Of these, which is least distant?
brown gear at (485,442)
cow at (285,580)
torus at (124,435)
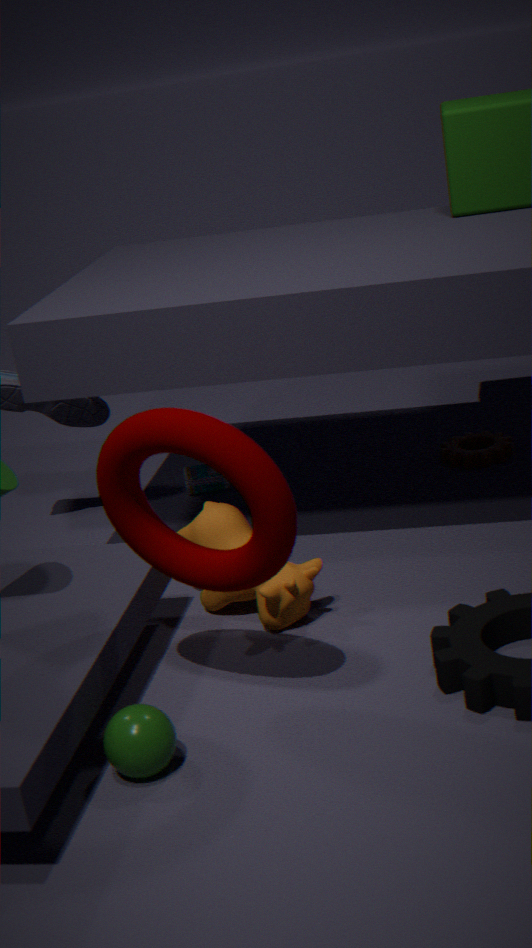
torus at (124,435)
